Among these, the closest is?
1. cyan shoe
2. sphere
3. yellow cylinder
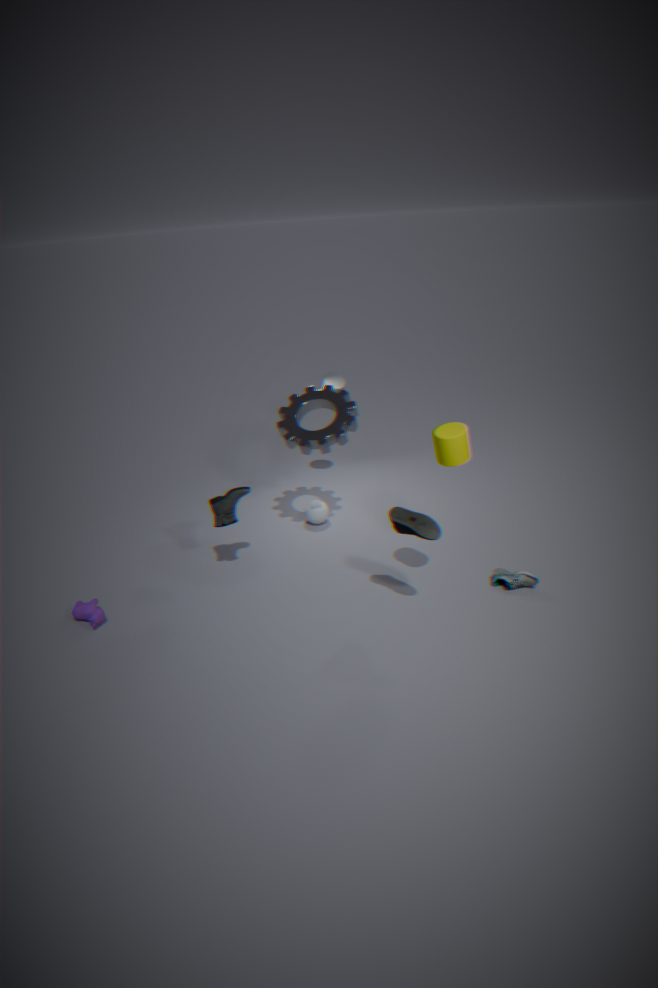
yellow cylinder
